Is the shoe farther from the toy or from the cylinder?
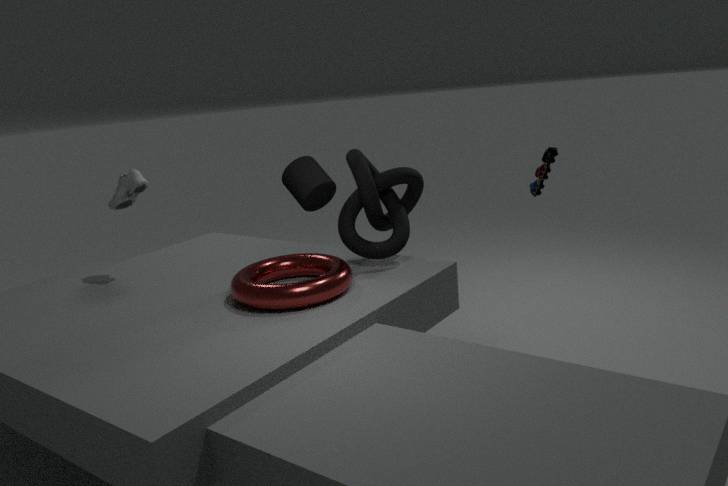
the toy
